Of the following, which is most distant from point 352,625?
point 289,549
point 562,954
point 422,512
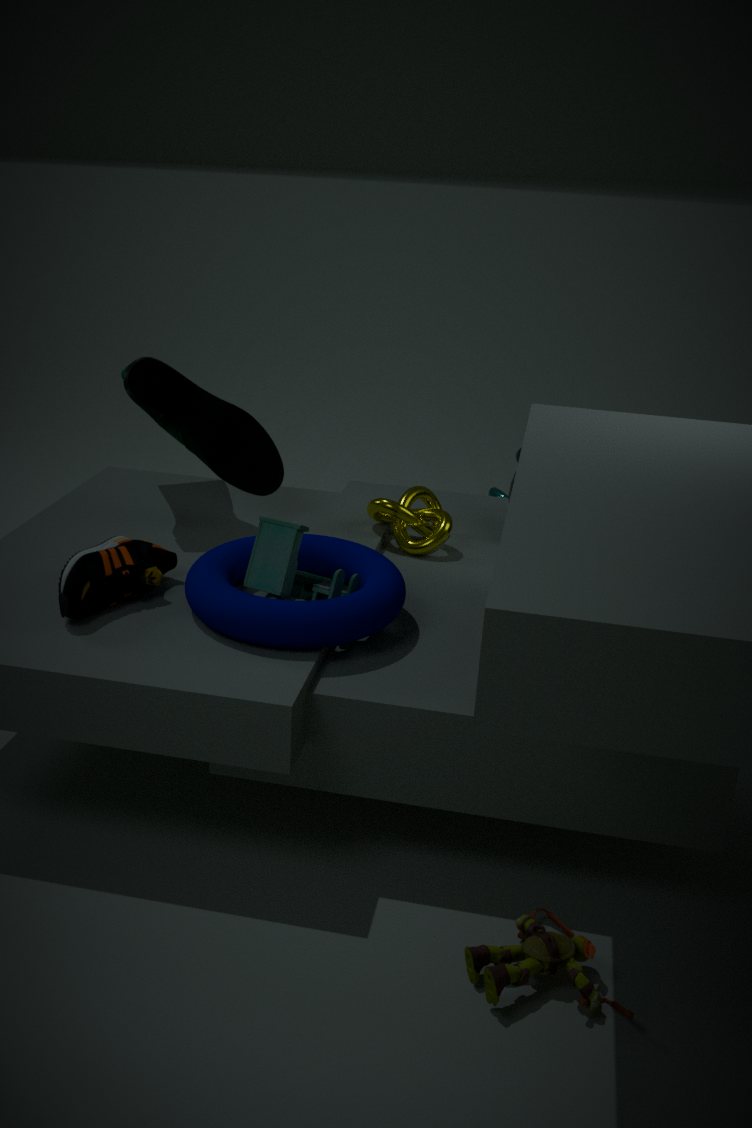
point 562,954
